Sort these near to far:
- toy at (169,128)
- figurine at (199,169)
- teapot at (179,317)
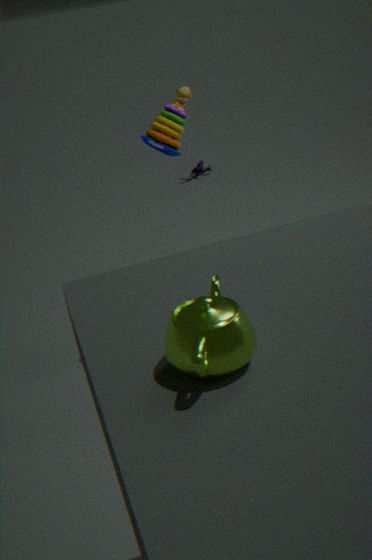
teapot at (179,317)
toy at (169,128)
figurine at (199,169)
